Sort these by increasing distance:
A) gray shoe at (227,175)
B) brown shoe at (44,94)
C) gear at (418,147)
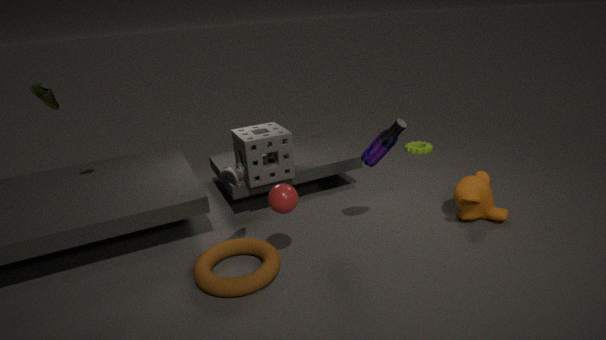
gray shoe at (227,175), brown shoe at (44,94), gear at (418,147)
